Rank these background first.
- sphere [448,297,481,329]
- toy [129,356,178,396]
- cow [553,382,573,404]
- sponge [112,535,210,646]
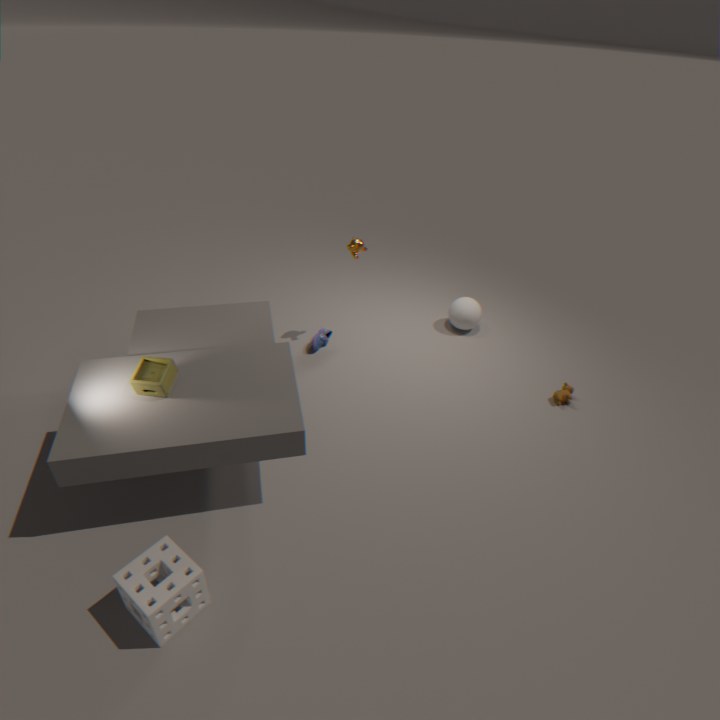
sphere [448,297,481,329] < cow [553,382,573,404] < toy [129,356,178,396] < sponge [112,535,210,646]
